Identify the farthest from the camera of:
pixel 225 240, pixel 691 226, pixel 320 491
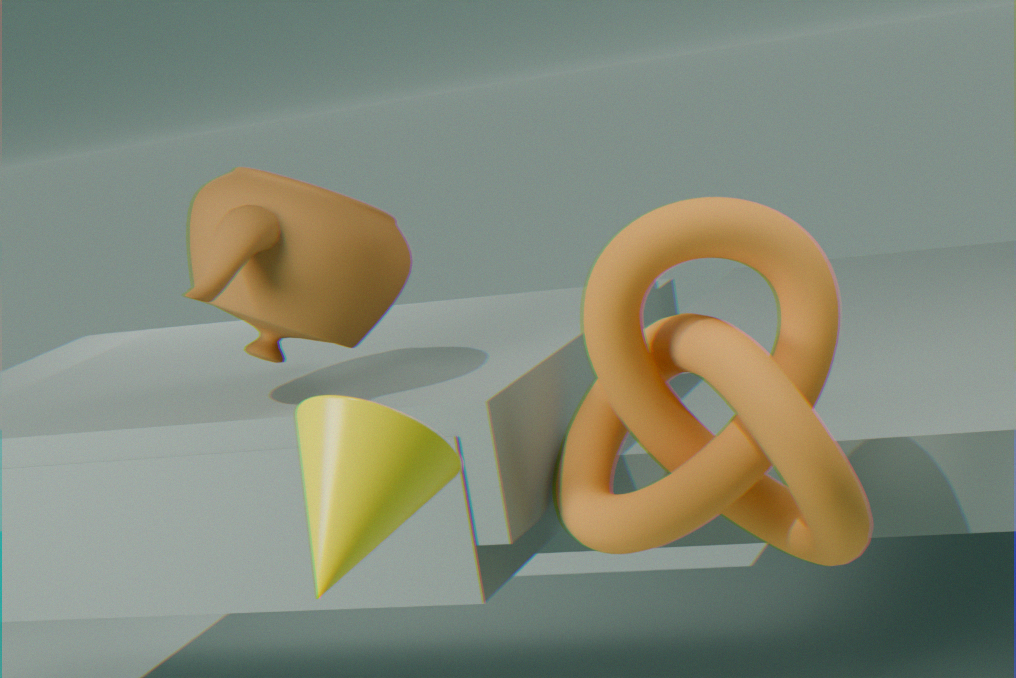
pixel 225 240
